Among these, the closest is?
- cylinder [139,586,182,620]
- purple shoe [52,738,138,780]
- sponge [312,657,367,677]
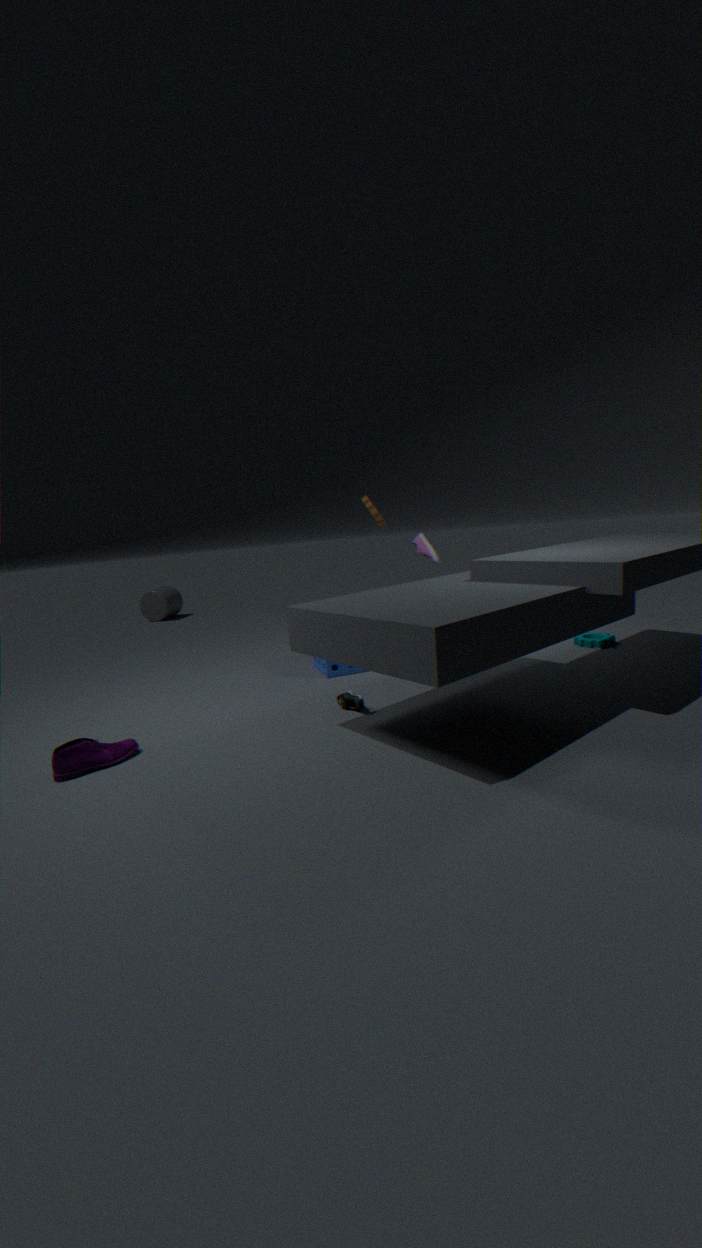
purple shoe [52,738,138,780]
